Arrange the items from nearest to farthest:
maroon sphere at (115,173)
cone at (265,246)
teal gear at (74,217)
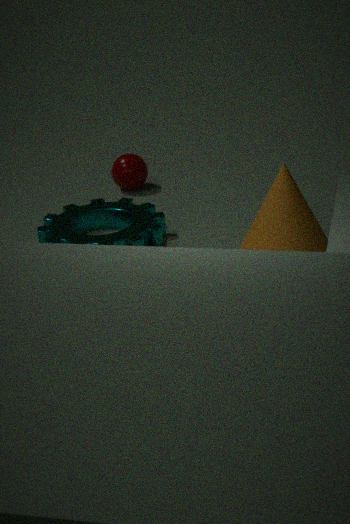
1. cone at (265,246)
2. teal gear at (74,217)
3. maroon sphere at (115,173)
